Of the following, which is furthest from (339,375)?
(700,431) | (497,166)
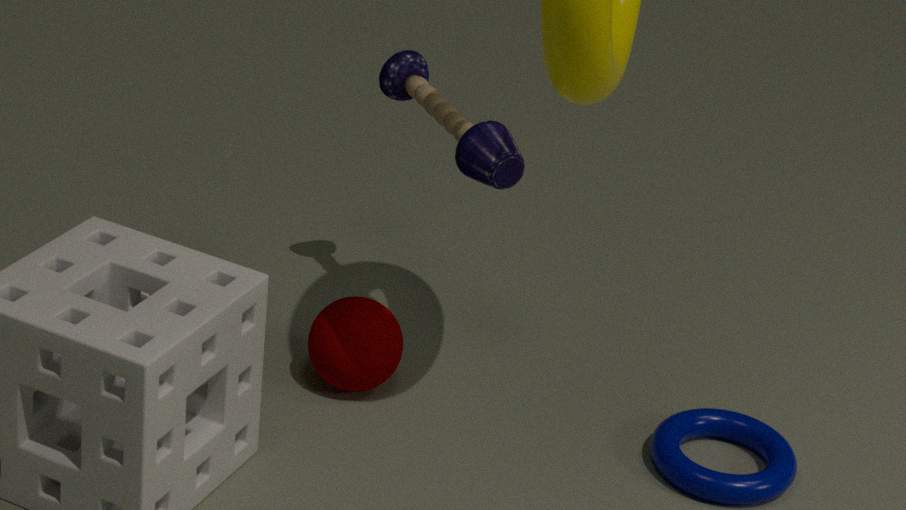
(700,431)
